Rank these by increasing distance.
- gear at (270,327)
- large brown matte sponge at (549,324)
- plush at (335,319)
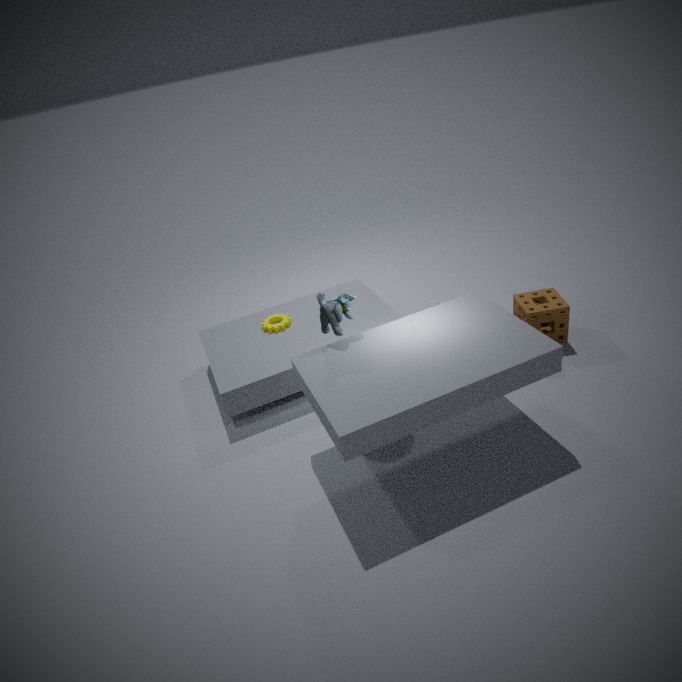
1. plush at (335,319)
2. large brown matte sponge at (549,324)
3. gear at (270,327)
